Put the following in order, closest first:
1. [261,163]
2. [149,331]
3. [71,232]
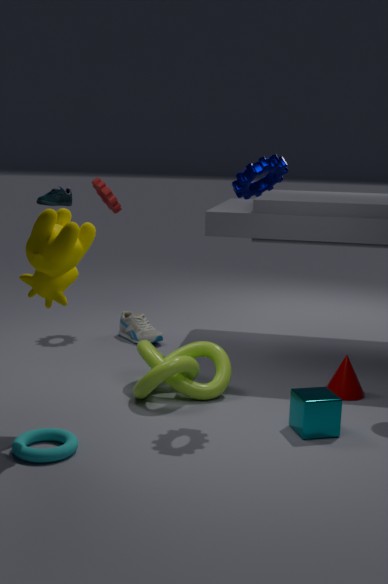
[71,232], [261,163], [149,331]
